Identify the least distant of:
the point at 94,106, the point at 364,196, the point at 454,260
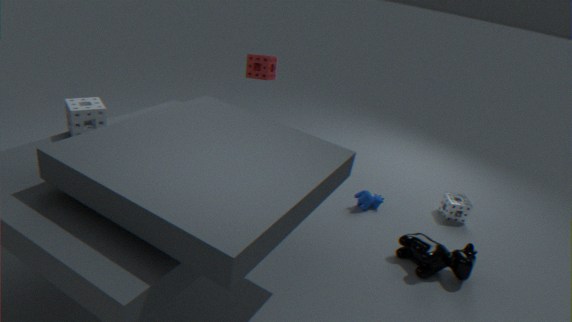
the point at 94,106
